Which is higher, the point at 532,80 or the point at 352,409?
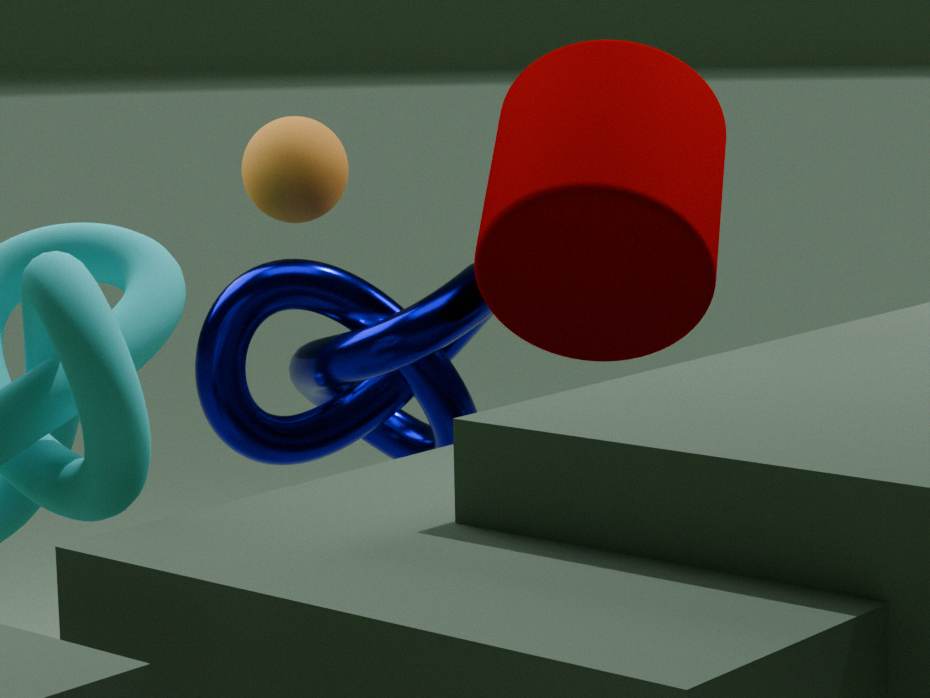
the point at 532,80
